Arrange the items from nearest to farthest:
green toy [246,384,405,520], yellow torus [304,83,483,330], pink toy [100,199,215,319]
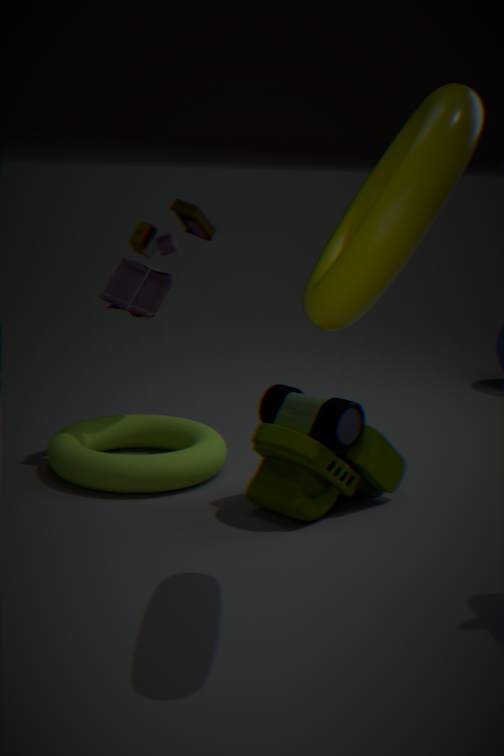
1. yellow torus [304,83,483,330]
2. green toy [246,384,405,520]
3. pink toy [100,199,215,319]
